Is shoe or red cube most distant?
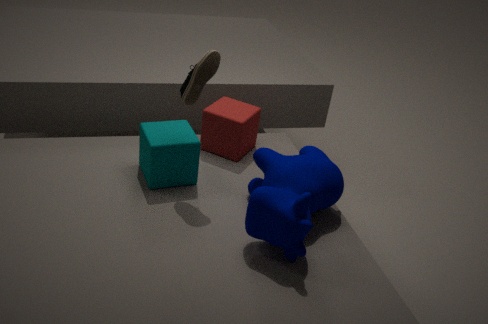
red cube
